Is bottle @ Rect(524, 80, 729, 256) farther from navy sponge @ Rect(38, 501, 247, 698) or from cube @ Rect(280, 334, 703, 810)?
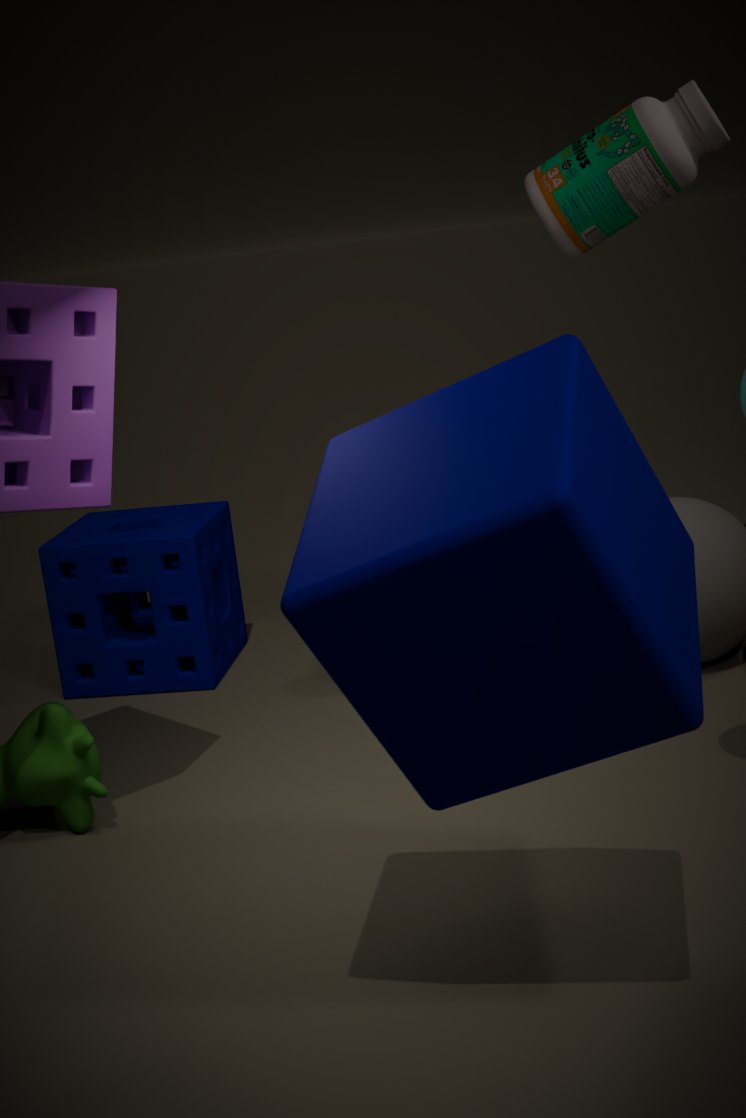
cube @ Rect(280, 334, 703, 810)
